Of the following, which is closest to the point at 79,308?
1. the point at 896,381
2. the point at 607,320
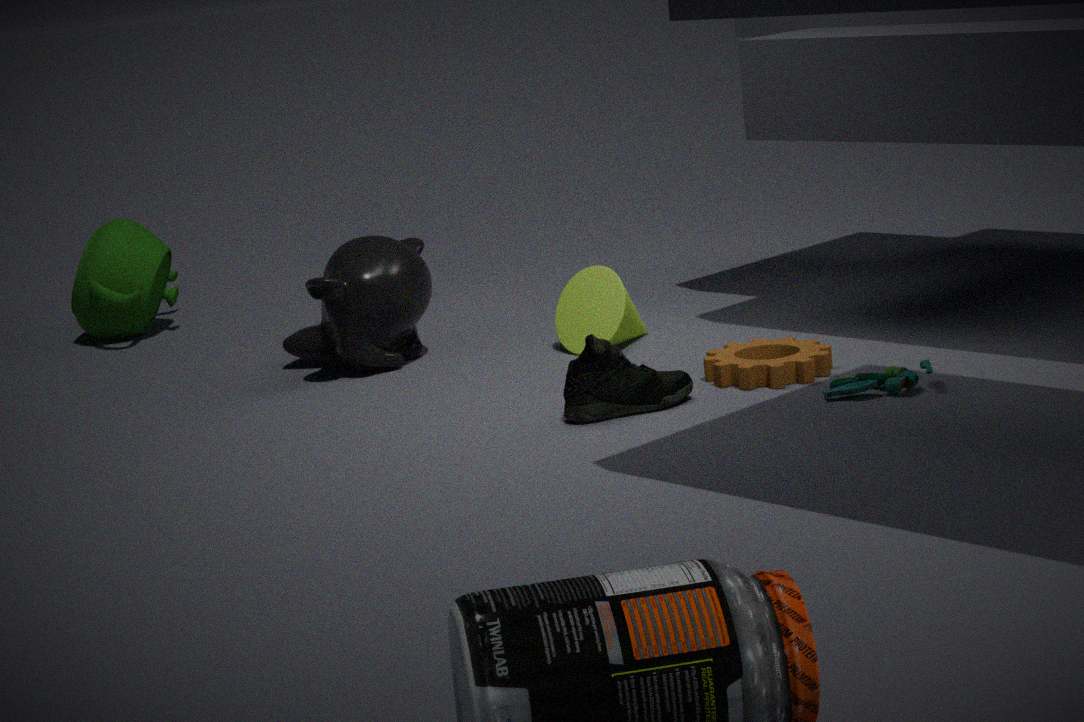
the point at 607,320
